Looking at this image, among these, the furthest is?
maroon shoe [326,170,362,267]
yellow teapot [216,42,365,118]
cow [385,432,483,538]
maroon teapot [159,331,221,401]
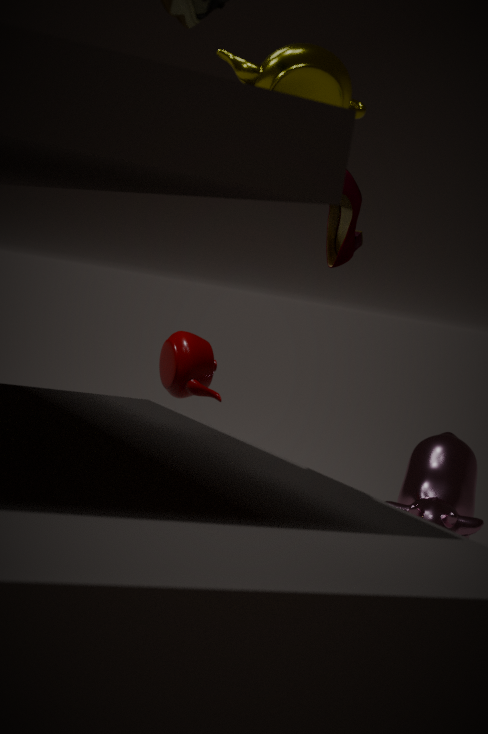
maroon teapot [159,331,221,401]
